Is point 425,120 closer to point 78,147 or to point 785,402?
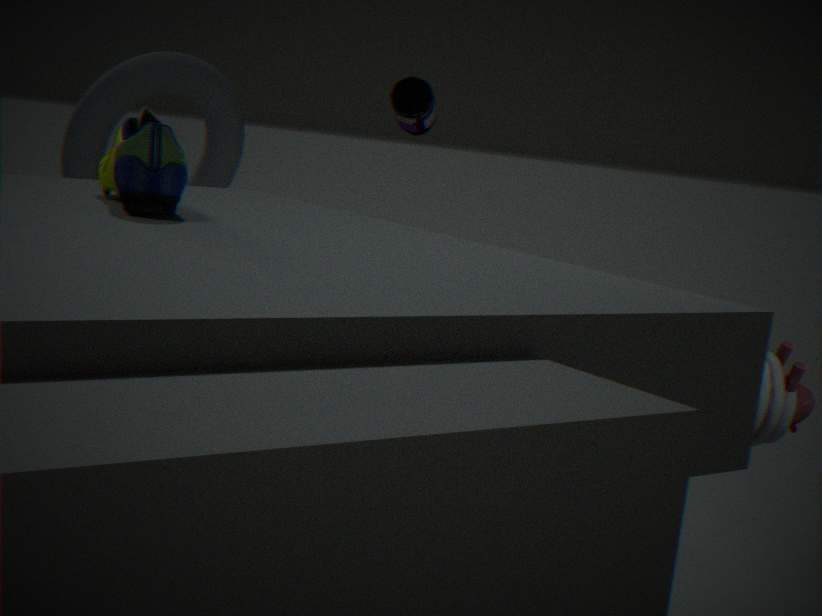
point 78,147
